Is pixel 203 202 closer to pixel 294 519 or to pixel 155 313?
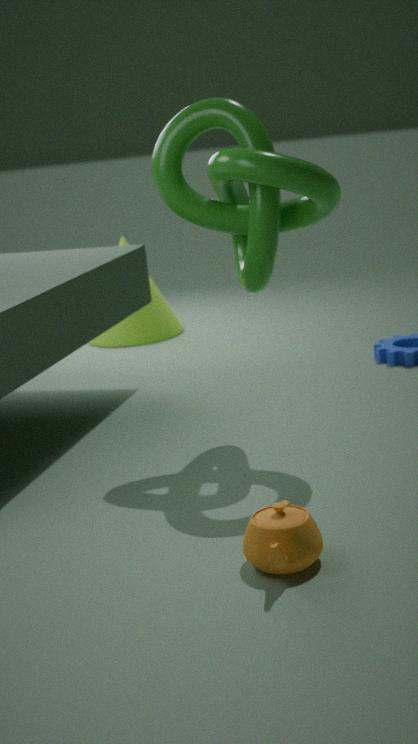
pixel 294 519
